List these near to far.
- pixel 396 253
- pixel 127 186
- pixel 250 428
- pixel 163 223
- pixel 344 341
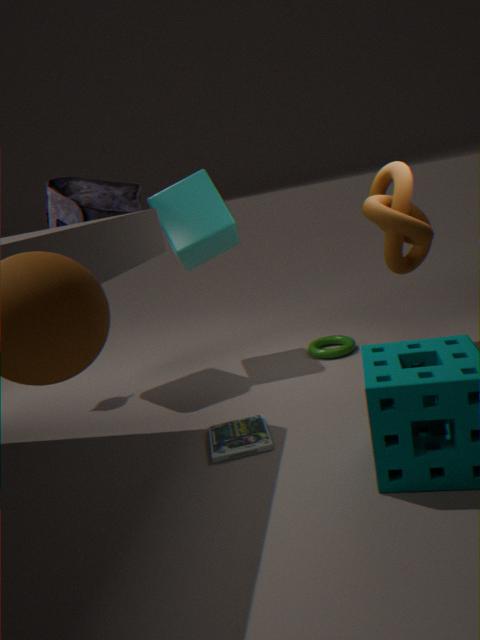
pixel 250 428
pixel 396 253
pixel 163 223
pixel 127 186
pixel 344 341
